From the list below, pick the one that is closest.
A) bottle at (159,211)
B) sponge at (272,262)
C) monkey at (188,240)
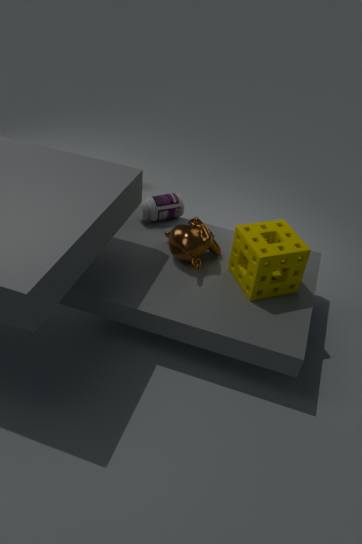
sponge at (272,262)
